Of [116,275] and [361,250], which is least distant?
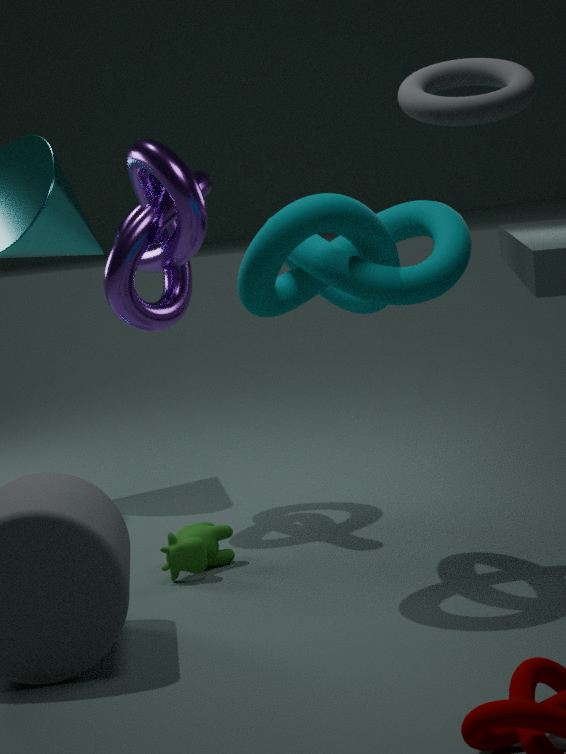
[361,250]
